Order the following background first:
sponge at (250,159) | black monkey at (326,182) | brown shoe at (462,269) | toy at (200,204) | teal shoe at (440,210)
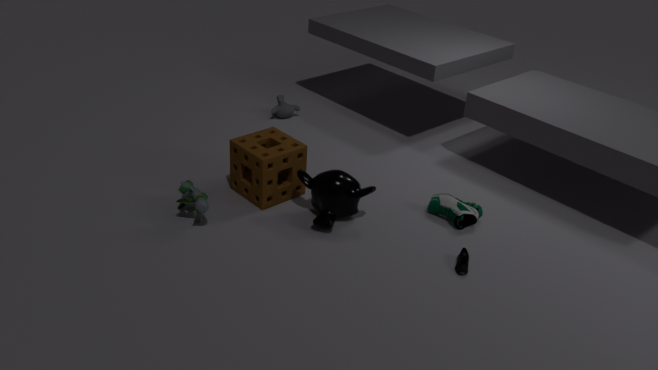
teal shoe at (440,210) → sponge at (250,159) → black monkey at (326,182) → toy at (200,204) → brown shoe at (462,269)
